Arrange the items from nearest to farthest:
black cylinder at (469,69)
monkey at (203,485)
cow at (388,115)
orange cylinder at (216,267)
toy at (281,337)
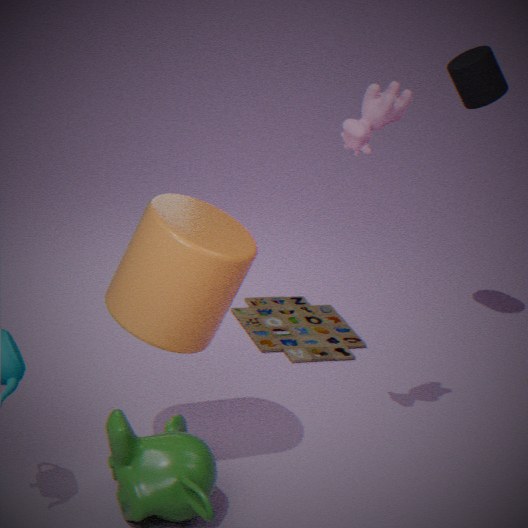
1. monkey at (203,485)
2. orange cylinder at (216,267)
3. cow at (388,115)
4. black cylinder at (469,69)
5. toy at (281,337)
